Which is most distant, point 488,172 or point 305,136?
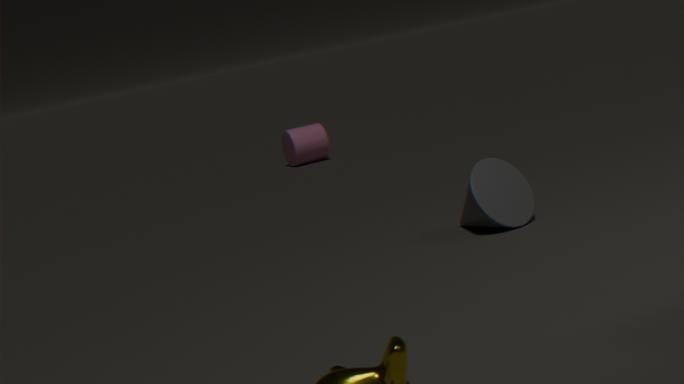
point 305,136
